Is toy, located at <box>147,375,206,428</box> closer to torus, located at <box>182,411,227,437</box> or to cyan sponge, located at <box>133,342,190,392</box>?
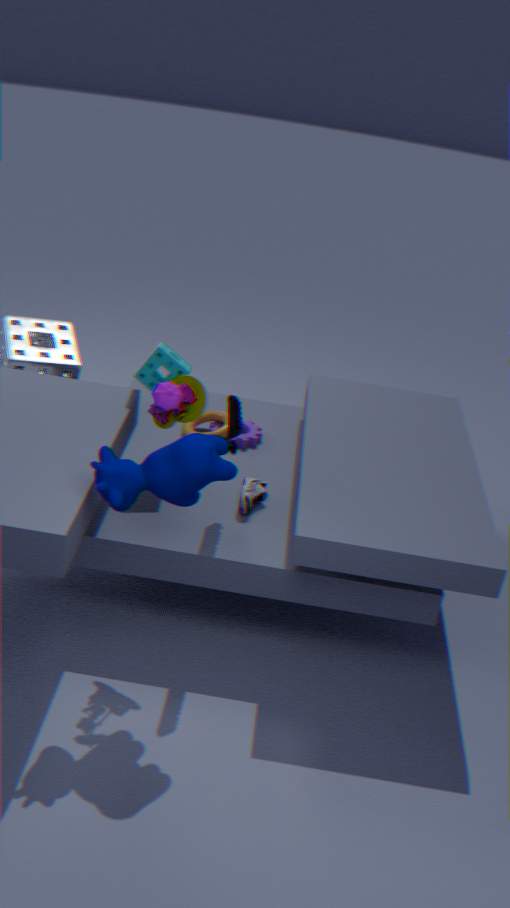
cyan sponge, located at <box>133,342,190,392</box>
